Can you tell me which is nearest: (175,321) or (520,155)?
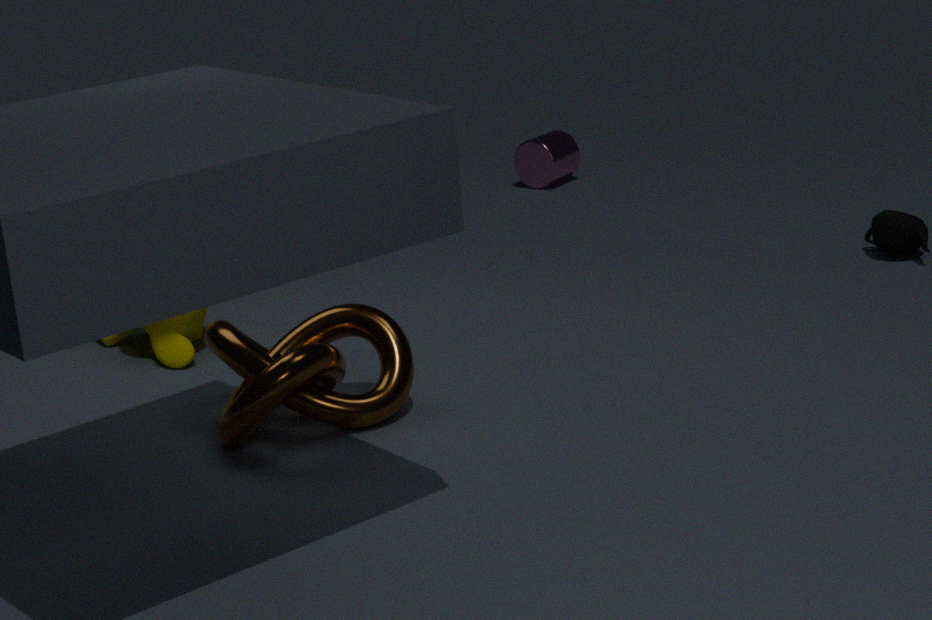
(175,321)
